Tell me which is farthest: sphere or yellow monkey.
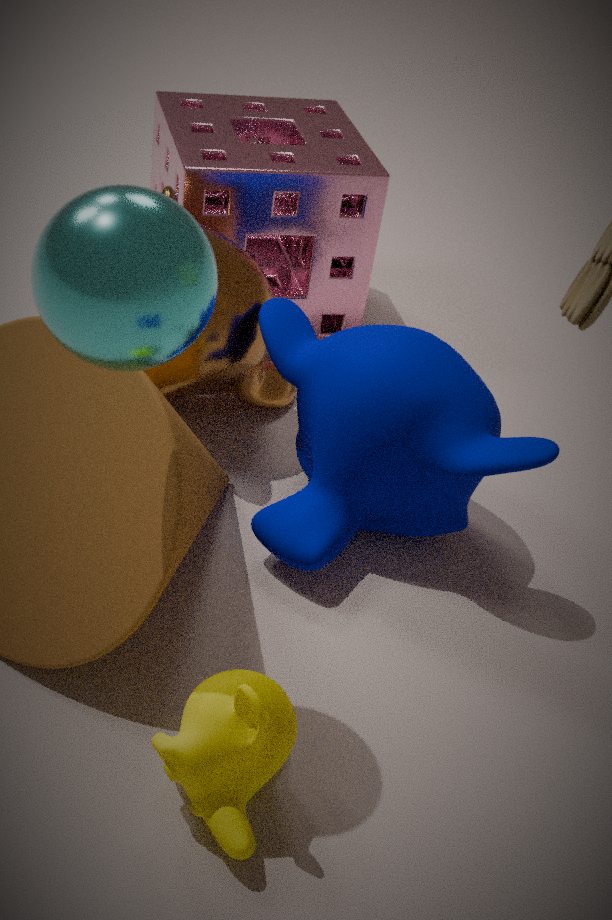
yellow monkey
